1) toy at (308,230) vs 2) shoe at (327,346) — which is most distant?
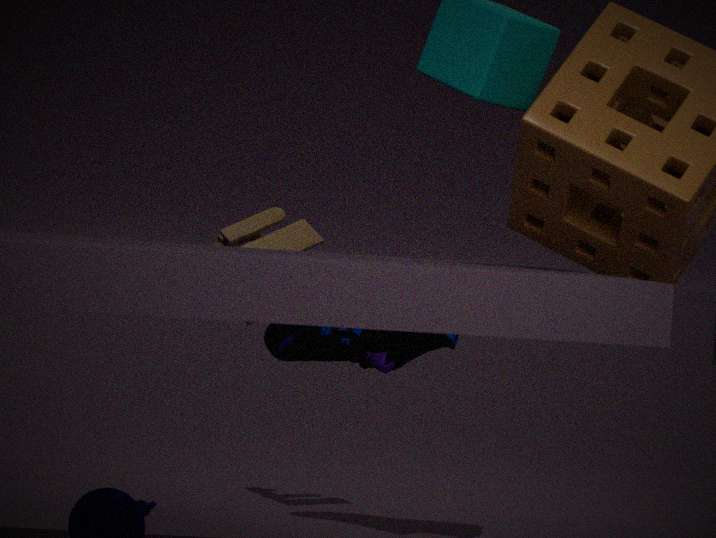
1. toy at (308,230)
